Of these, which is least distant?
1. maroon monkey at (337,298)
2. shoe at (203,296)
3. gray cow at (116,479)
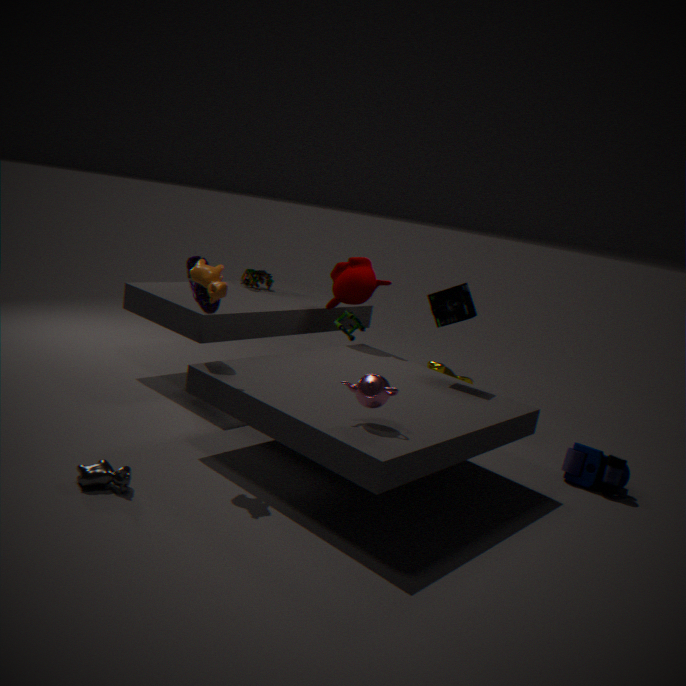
gray cow at (116,479)
